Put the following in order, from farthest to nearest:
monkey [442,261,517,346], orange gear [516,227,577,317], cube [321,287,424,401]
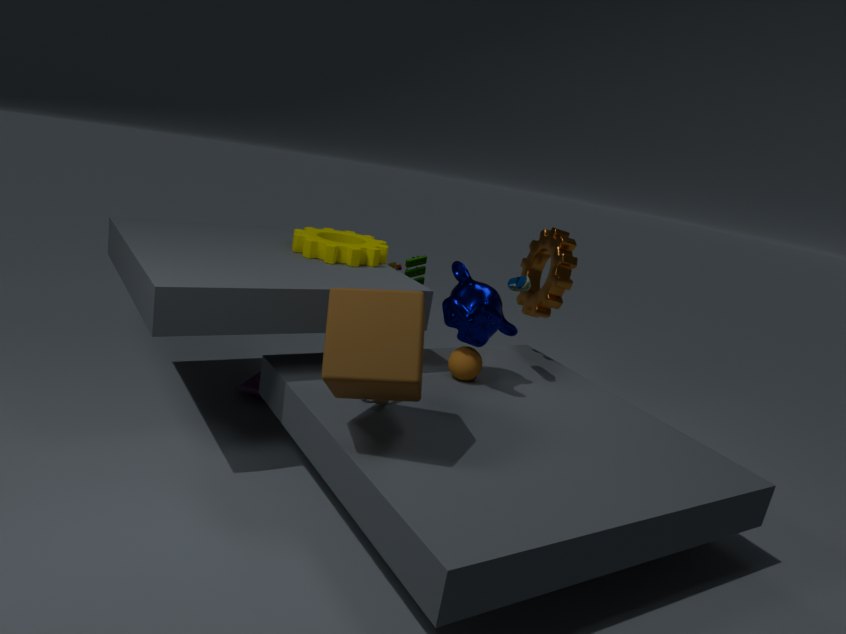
orange gear [516,227,577,317]
monkey [442,261,517,346]
cube [321,287,424,401]
